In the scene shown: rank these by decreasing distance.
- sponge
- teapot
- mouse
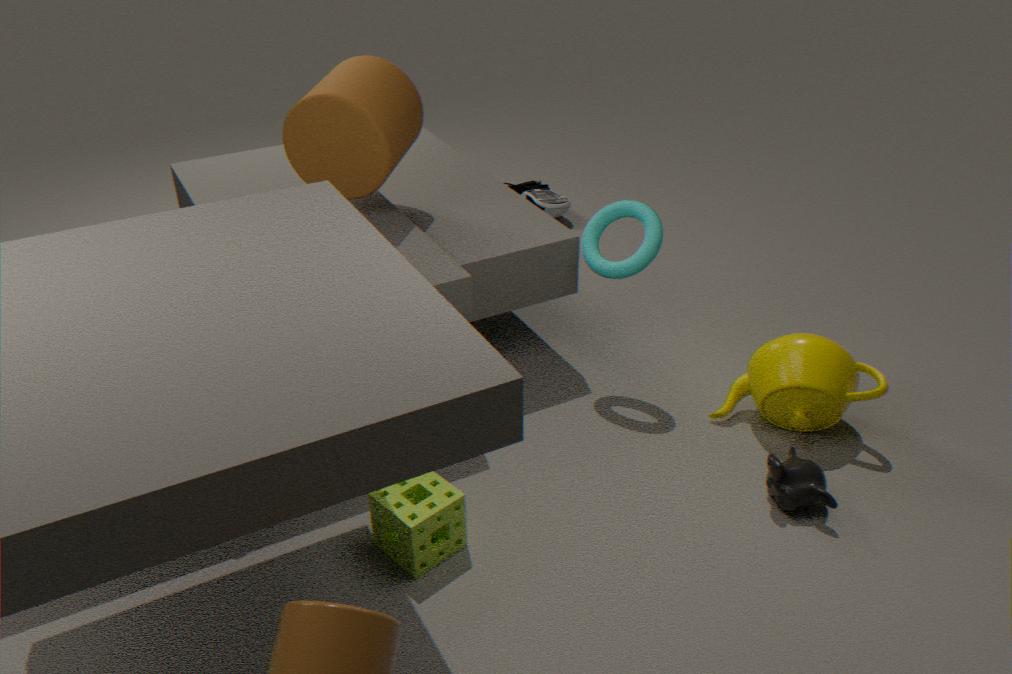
mouse, teapot, sponge
